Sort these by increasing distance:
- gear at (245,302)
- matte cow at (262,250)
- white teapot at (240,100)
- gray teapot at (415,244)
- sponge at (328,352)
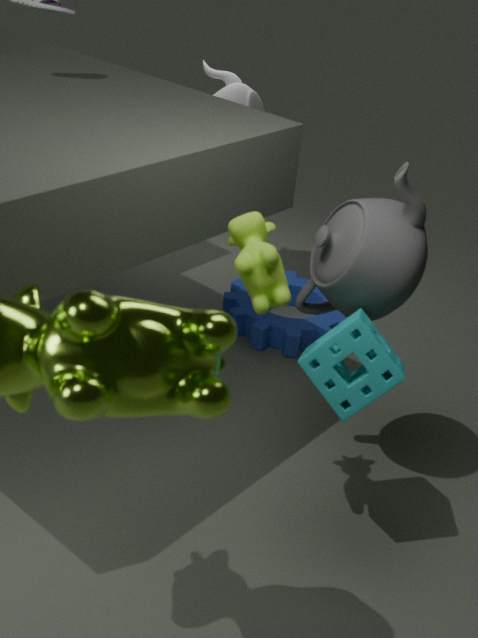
matte cow at (262,250) → sponge at (328,352) → gray teapot at (415,244) → gear at (245,302) → white teapot at (240,100)
